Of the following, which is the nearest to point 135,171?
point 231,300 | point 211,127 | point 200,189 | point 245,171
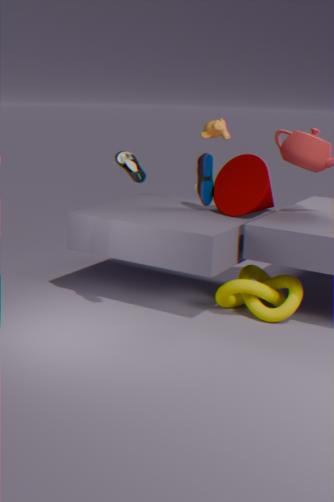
point 200,189
